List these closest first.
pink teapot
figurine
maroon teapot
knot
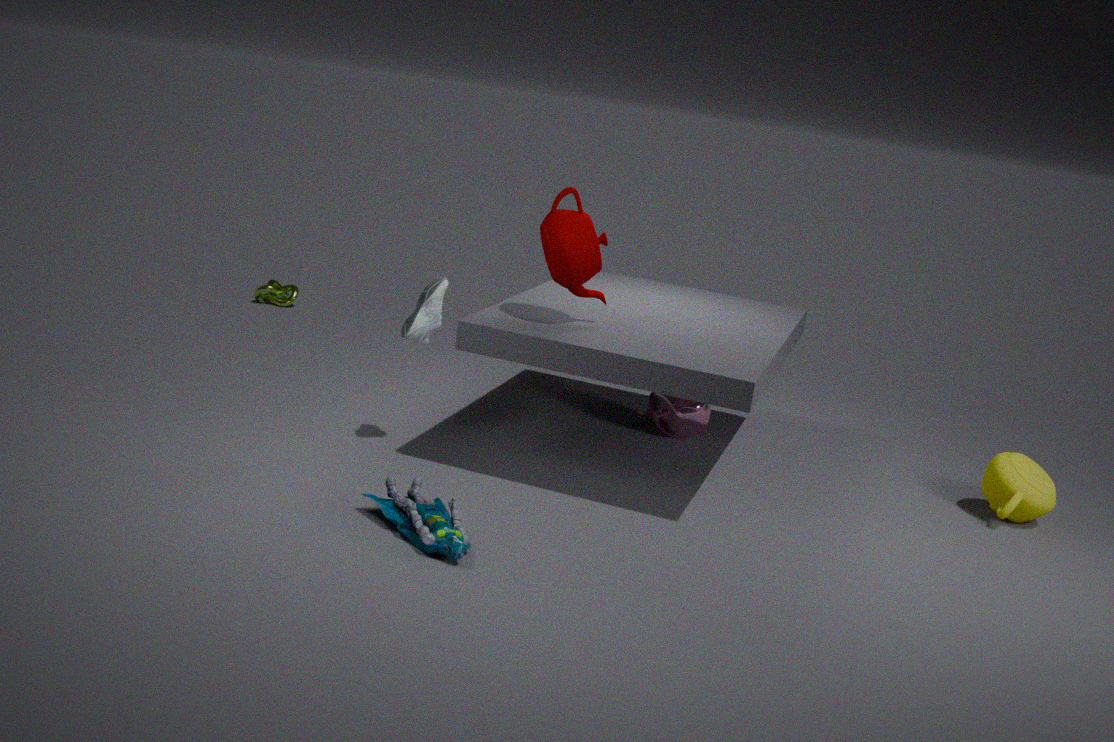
figurine → maroon teapot → pink teapot → knot
